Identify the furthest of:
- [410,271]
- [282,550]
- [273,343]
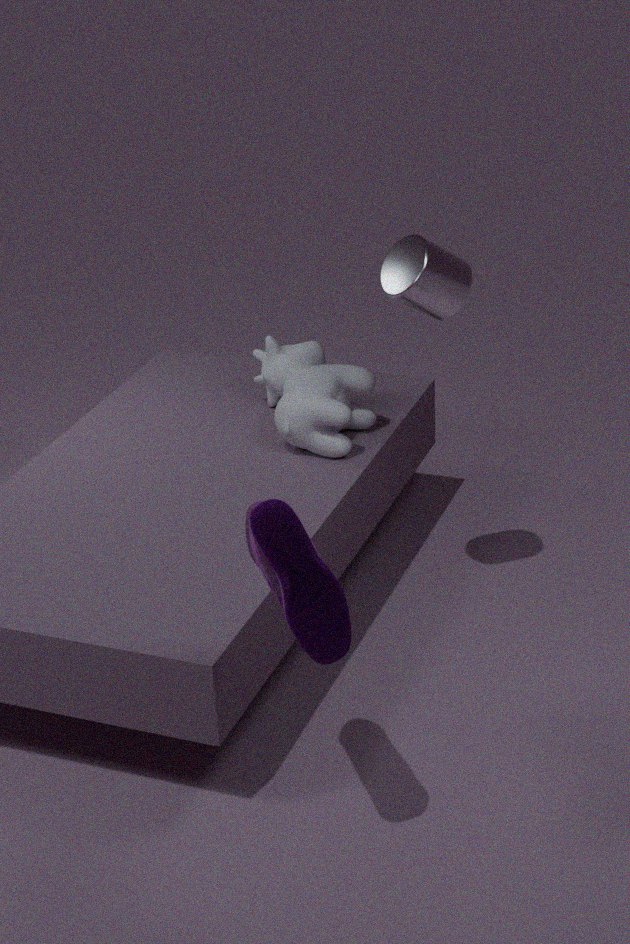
[273,343]
